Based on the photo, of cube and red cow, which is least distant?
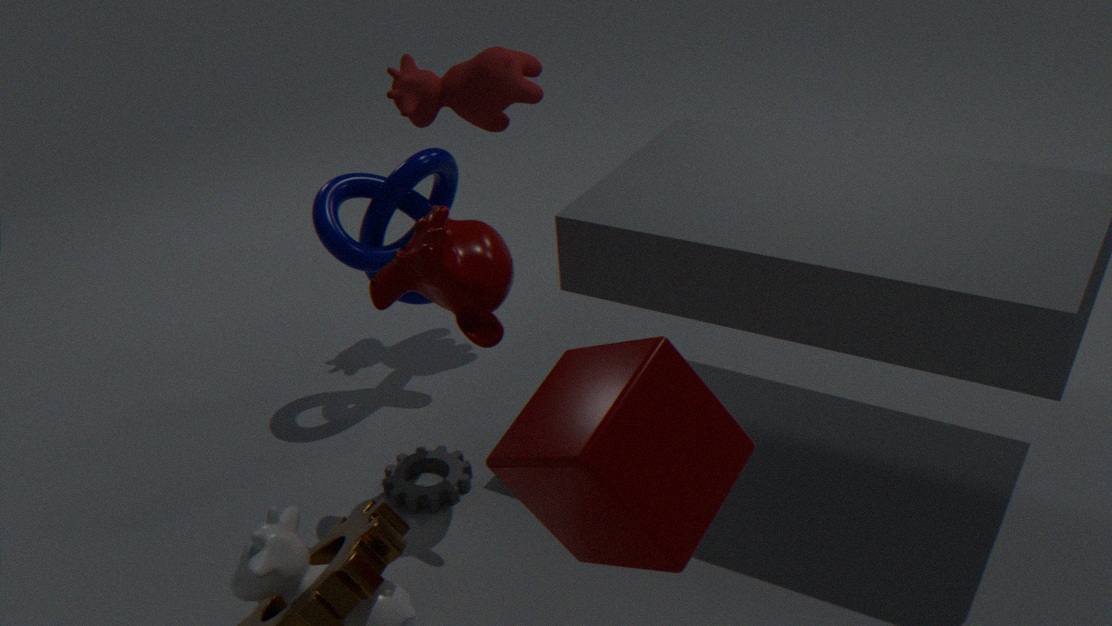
cube
